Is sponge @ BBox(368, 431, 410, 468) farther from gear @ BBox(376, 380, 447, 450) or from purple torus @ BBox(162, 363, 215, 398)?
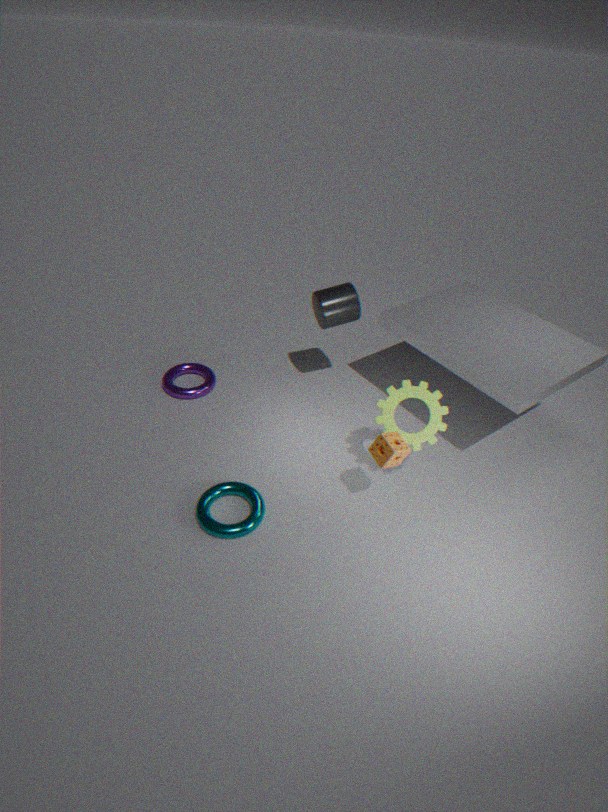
purple torus @ BBox(162, 363, 215, 398)
